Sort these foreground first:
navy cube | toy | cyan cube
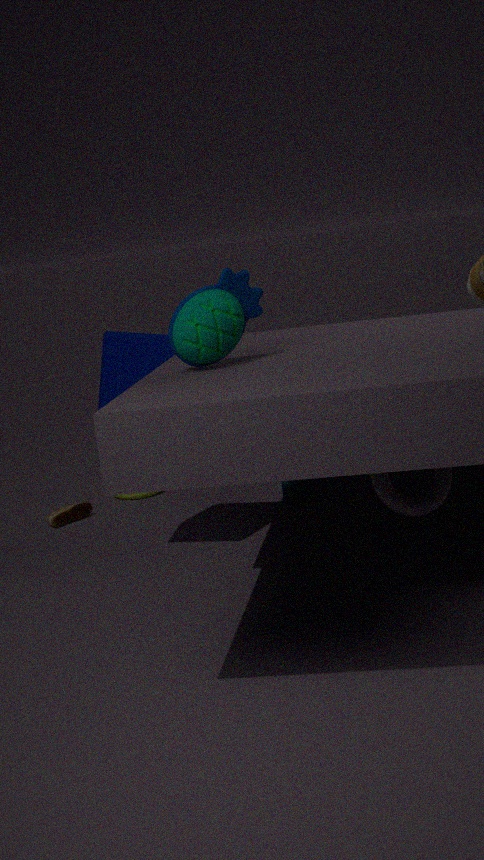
toy, navy cube, cyan cube
